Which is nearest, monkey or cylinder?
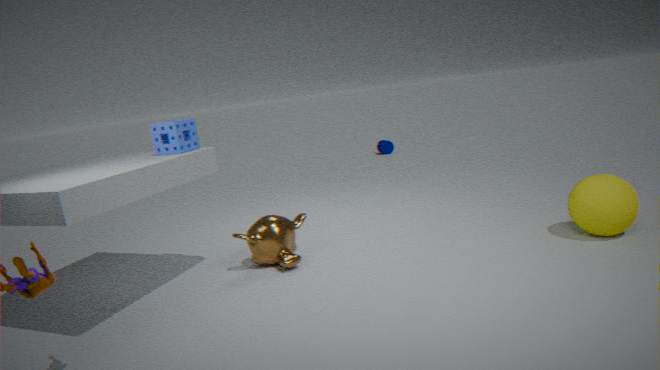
monkey
